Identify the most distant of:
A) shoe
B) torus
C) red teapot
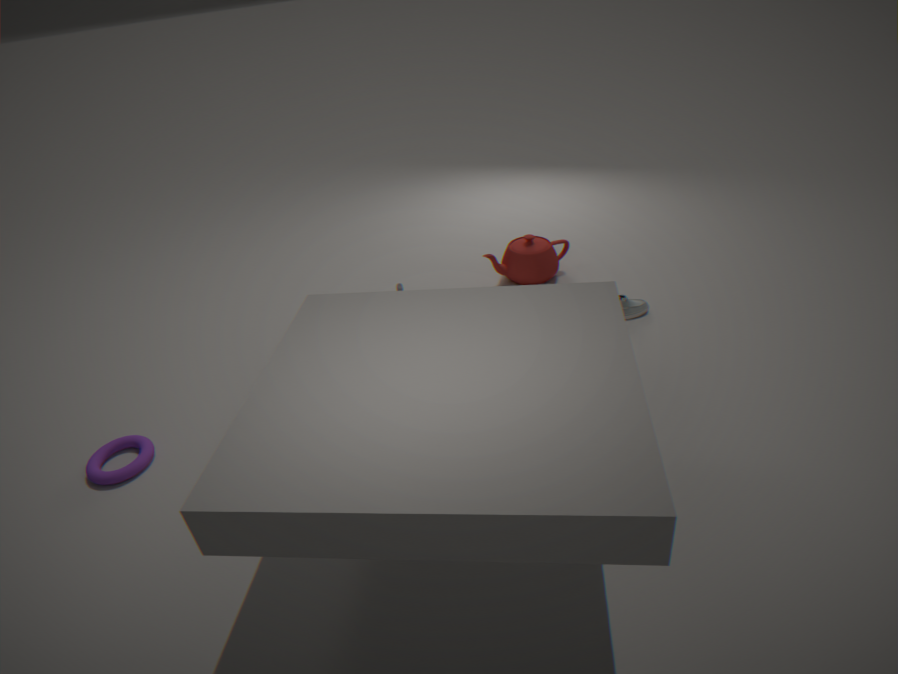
red teapot
